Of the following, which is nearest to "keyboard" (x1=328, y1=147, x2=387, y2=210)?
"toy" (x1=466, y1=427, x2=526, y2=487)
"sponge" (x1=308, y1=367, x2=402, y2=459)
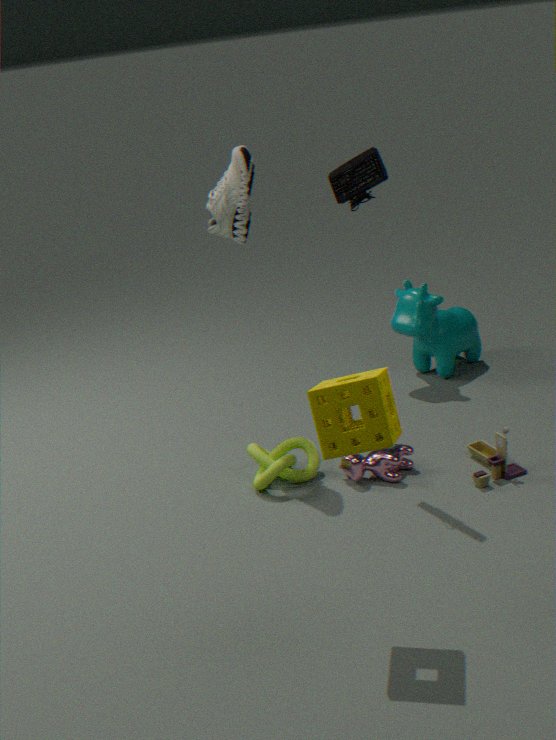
"sponge" (x1=308, y1=367, x2=402, y2=459)
